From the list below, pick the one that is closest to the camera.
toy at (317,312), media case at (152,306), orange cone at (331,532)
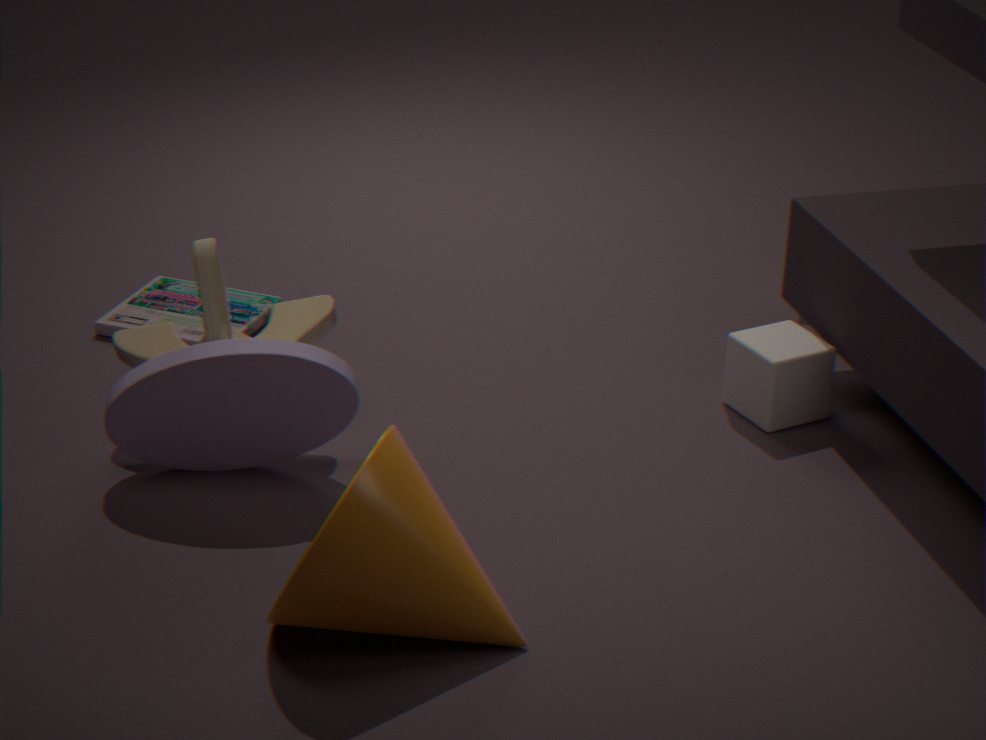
orange cone at (331,532)
